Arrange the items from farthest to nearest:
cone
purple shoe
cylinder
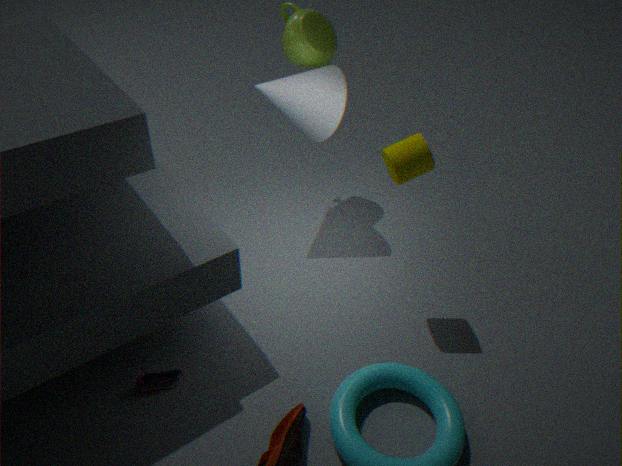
1. cone
2. cylinder
3. purple shoe
